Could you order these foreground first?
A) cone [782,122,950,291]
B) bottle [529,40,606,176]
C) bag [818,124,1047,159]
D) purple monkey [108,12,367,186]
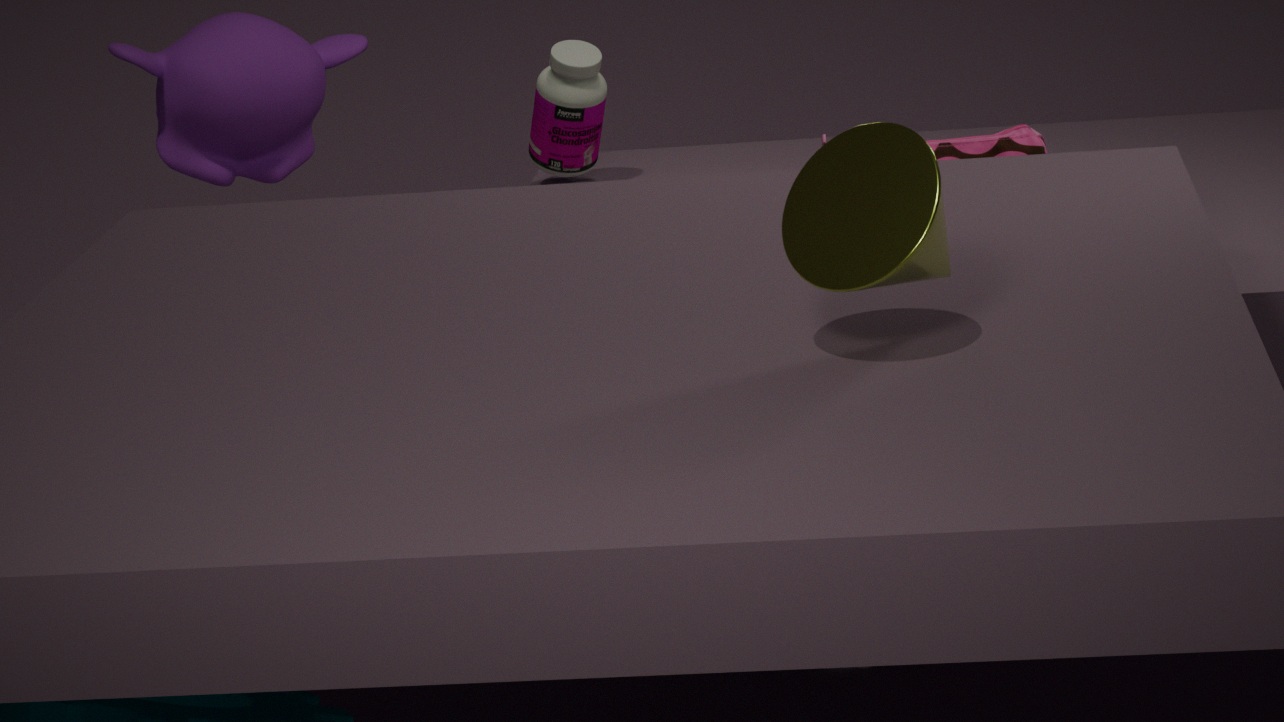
cone [782,122,950,291] → bag [818,124,1047,159] → bottle [529,40,606,176] → purple monkey [108,12,367,186]
